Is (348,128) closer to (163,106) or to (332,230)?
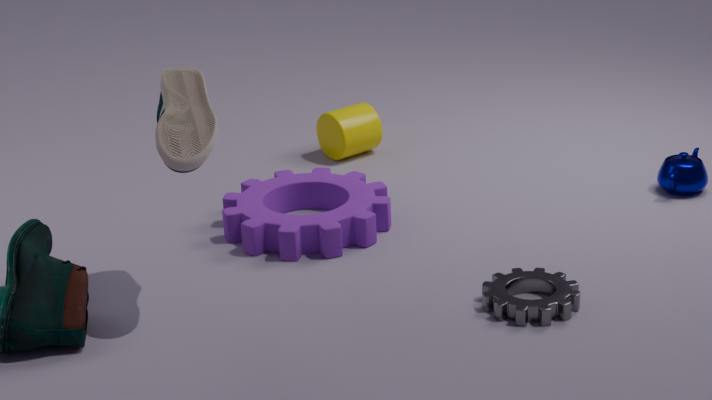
(332,230)
